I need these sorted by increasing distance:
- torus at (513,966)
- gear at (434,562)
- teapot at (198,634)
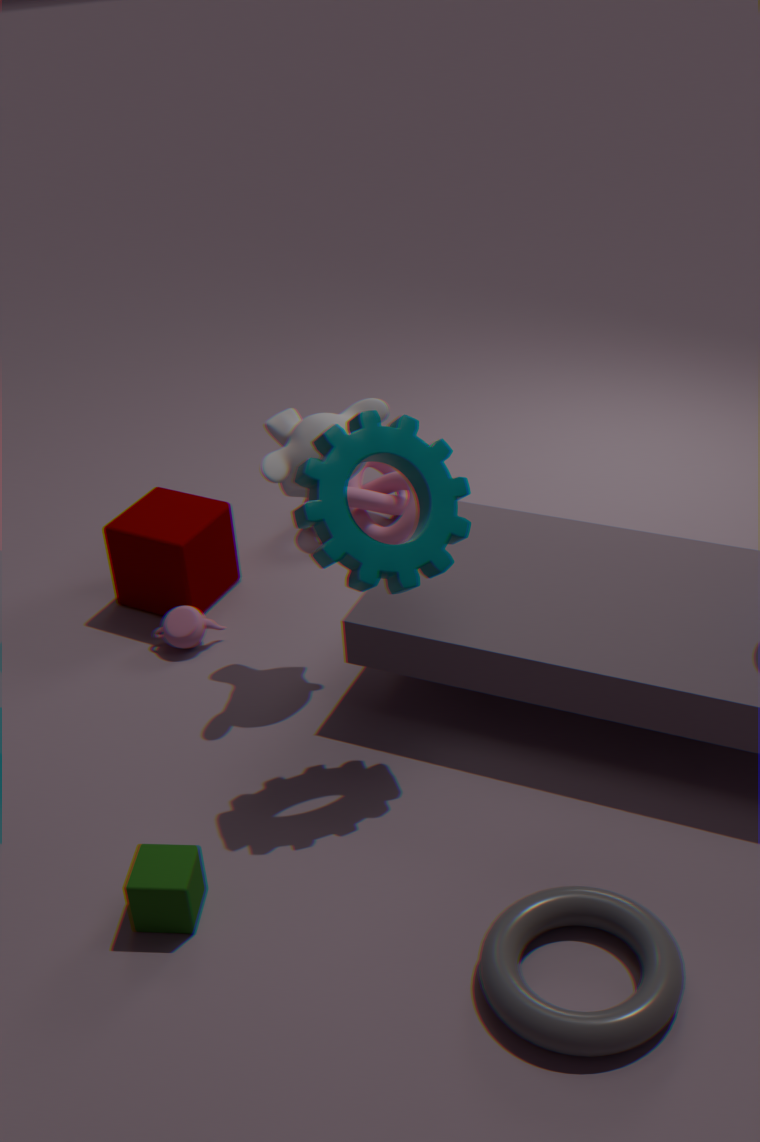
torus at (513,966) → gear at (434,562) → teapot at (198,634)
